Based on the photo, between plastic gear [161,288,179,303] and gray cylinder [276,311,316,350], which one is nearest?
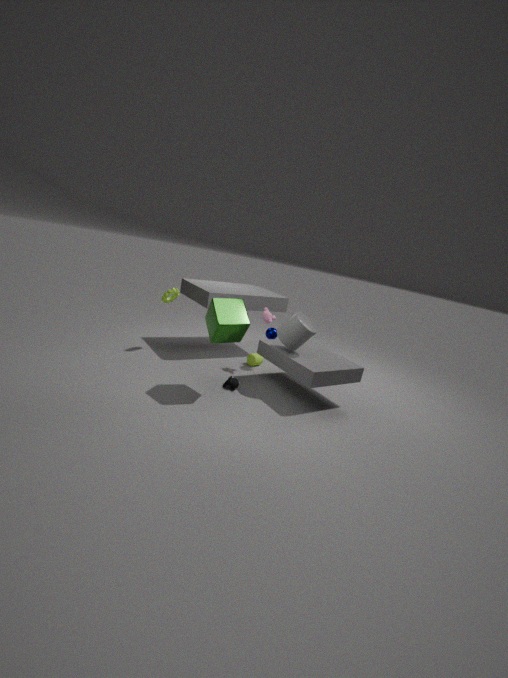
gray cylinder [276,311,316,350]
